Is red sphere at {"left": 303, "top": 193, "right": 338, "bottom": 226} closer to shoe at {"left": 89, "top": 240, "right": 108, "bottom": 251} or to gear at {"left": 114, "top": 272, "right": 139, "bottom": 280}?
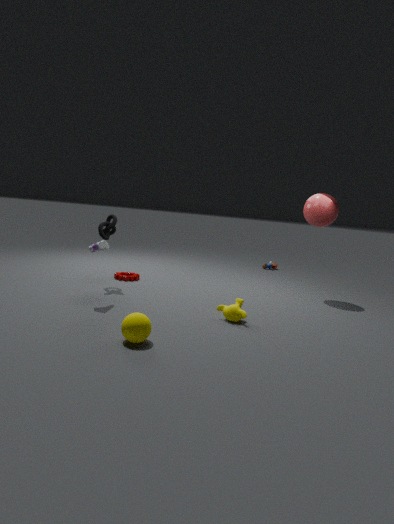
gear at {"left": 114, "top": 272, "right": 139, "bottom": 280}
